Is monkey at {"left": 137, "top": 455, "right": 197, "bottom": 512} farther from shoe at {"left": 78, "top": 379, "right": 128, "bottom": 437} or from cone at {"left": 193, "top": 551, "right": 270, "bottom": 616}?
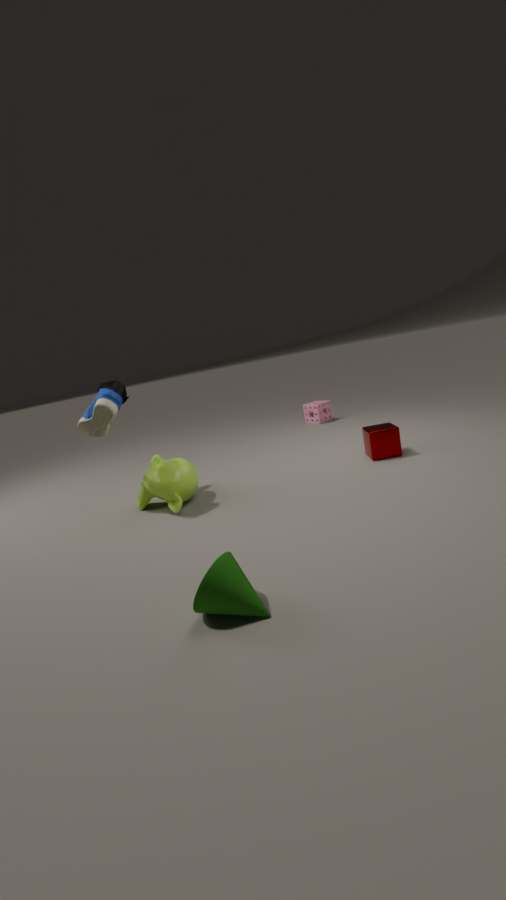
cone at {"left": 193, "top": 551, "right": 270, "bottom": 616}
